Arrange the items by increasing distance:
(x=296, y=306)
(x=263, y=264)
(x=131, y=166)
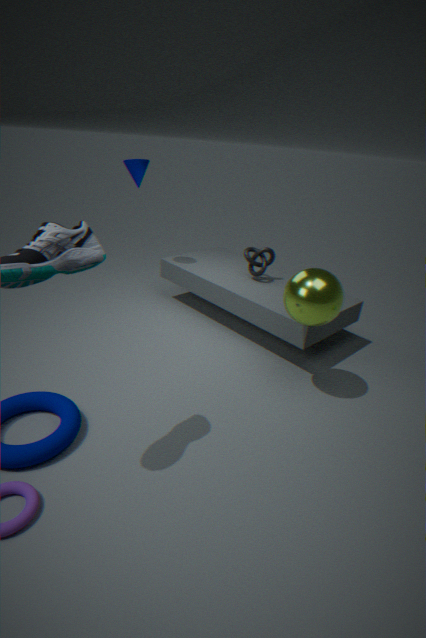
(x=296, y=306), (x=131, y=166), (x=263, y=264)
